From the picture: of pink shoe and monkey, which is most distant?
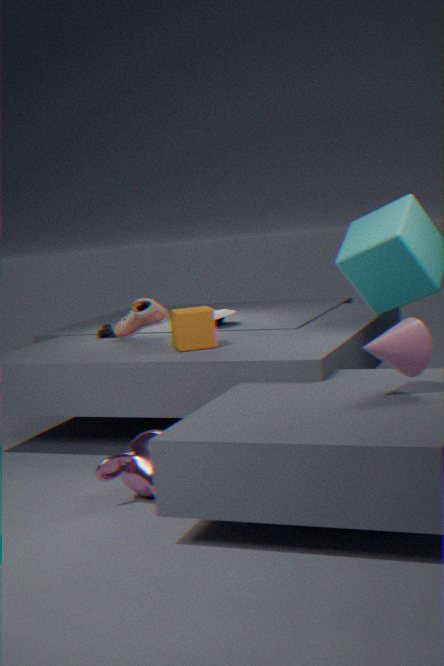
pink shoe
